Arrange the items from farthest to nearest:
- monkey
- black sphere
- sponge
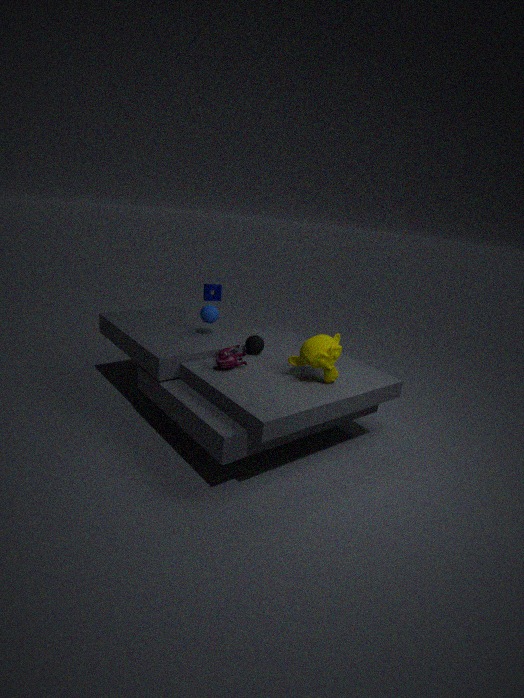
sponge → black sphere → monkey
